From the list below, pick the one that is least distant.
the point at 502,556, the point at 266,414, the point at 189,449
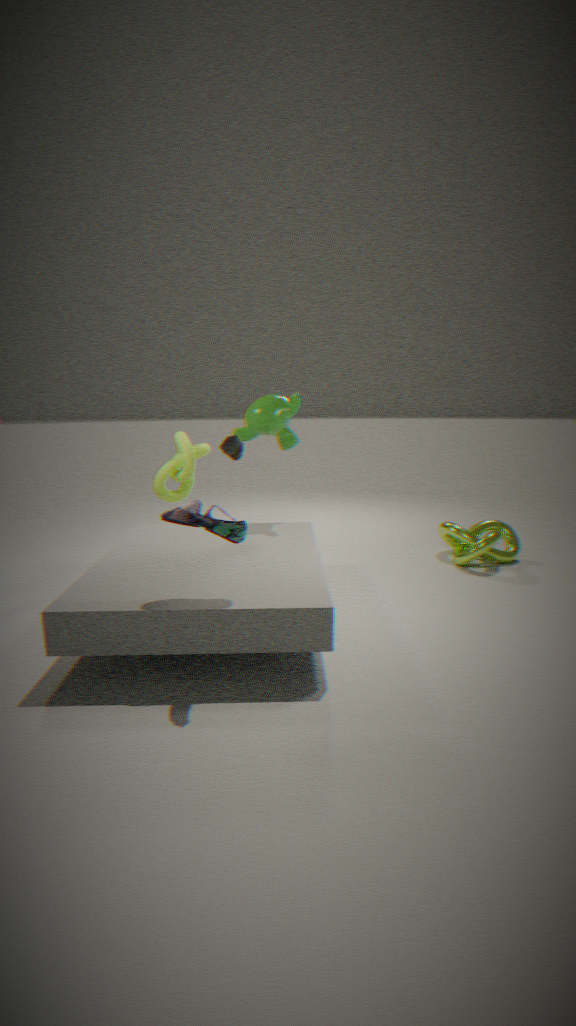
the point at 266,414
